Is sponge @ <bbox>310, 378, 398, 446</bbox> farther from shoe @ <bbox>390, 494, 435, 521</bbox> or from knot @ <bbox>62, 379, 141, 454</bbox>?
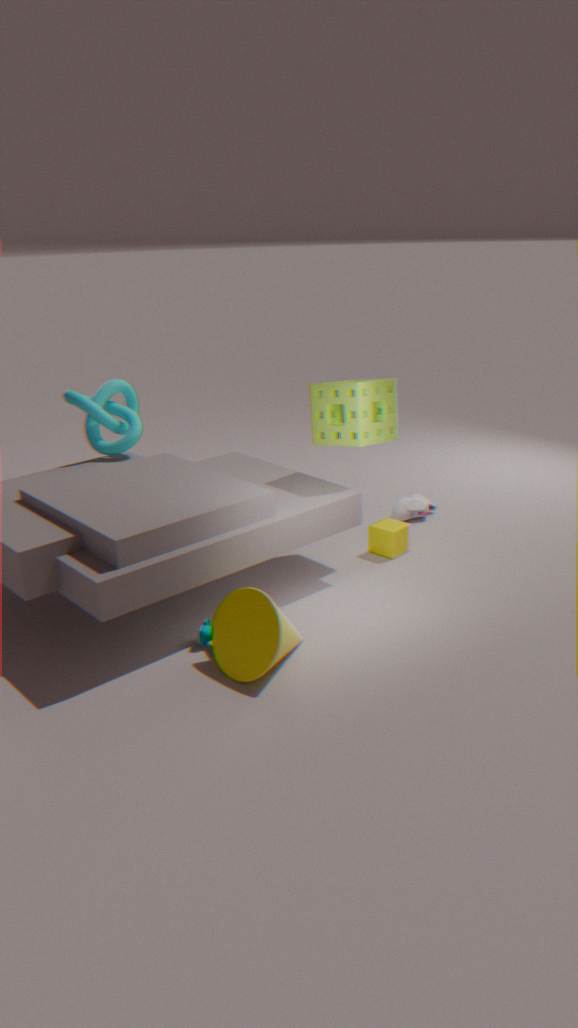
knot @ <bbox>62, 379, 141, 454</bbox>
